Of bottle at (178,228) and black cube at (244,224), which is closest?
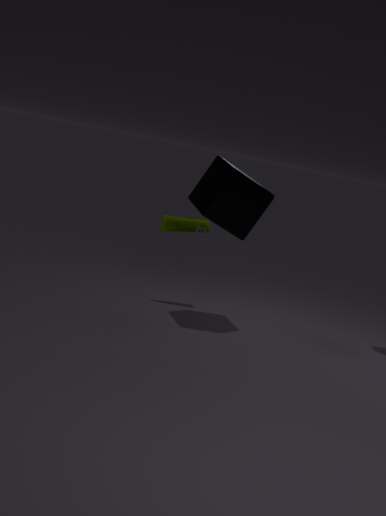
black cube at (244,224)
